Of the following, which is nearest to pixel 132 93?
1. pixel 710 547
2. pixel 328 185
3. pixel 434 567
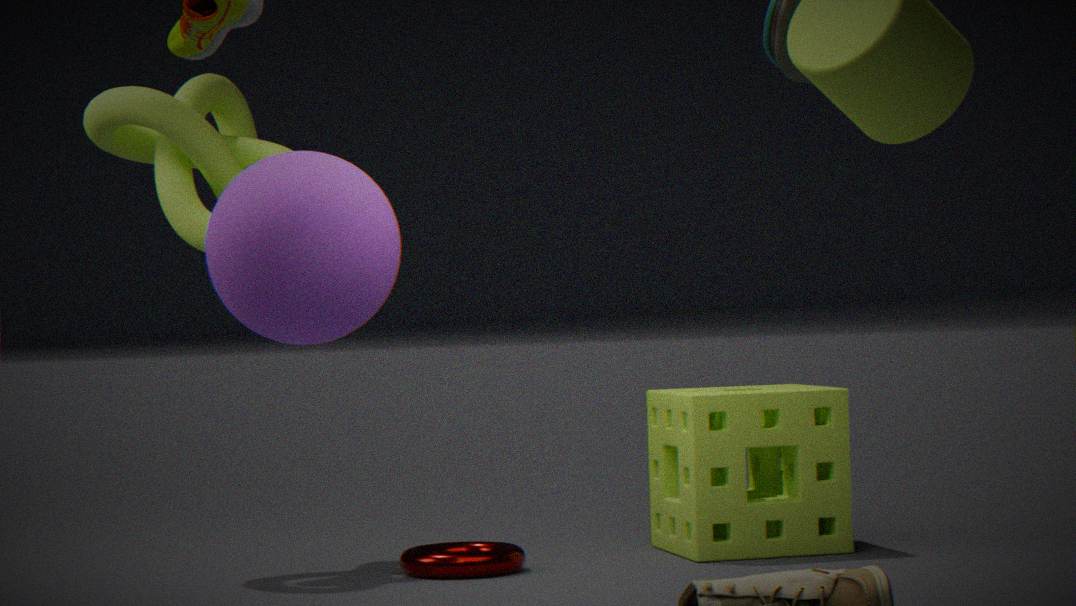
pixel 328 185
